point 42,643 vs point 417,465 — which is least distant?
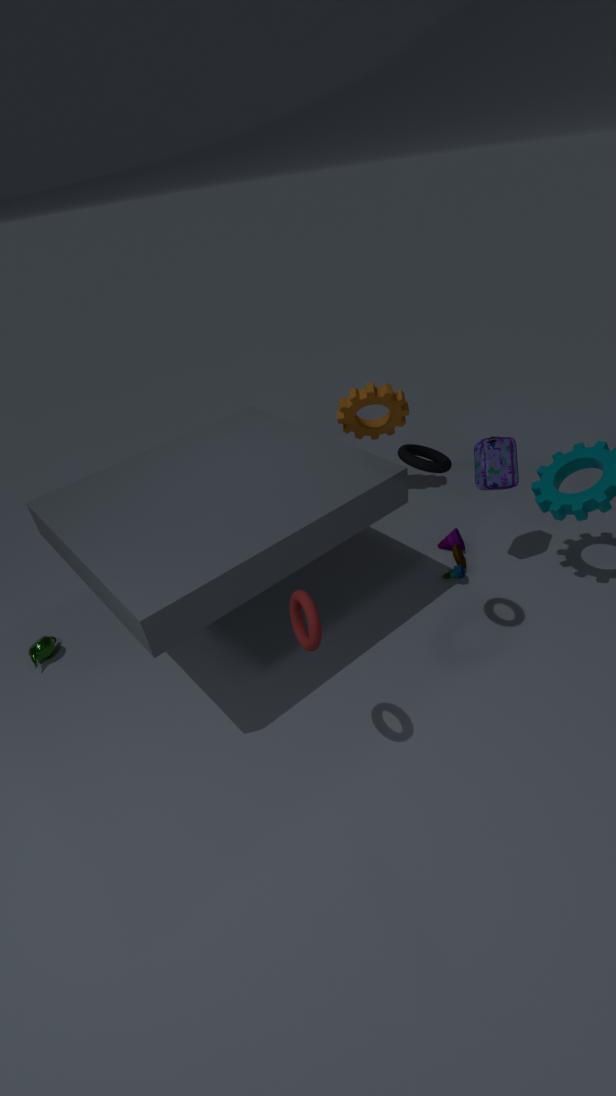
point 417,465
